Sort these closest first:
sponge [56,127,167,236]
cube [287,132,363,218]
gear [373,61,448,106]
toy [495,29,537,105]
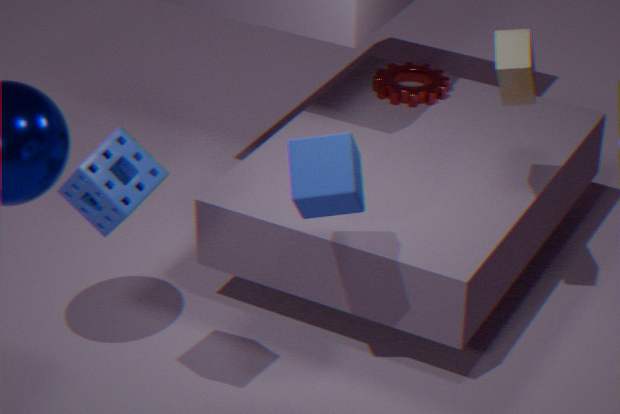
sponge [56,127,167,236] < cube [287,132,363,218] < toy [495,29,537,105] < gear [373,61,448,106]
